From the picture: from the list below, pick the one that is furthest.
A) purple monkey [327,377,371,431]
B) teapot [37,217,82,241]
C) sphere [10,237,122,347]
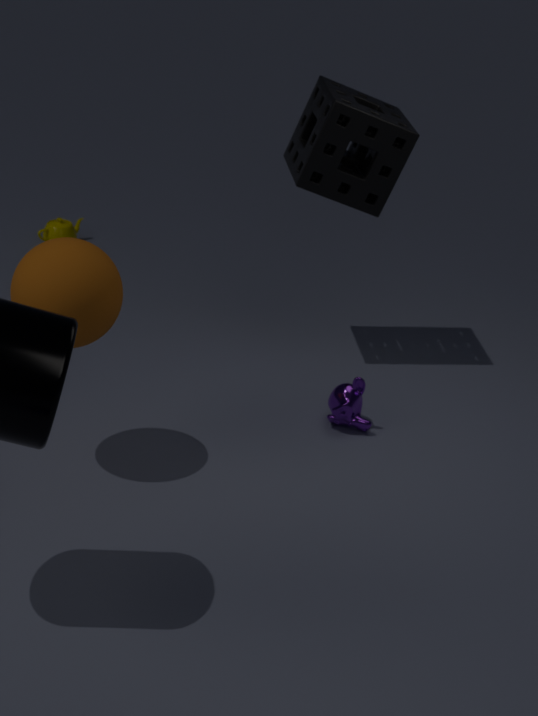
teapot [37,217,82,241]
